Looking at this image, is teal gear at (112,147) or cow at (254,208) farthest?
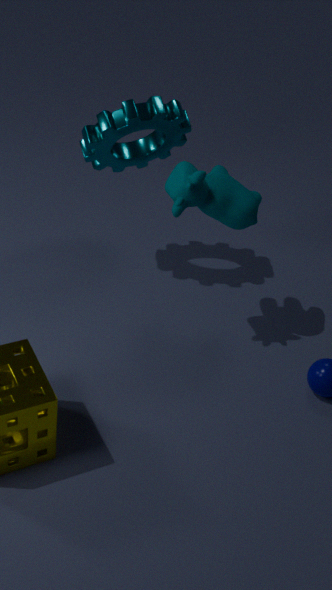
teal gear at (112,147)
